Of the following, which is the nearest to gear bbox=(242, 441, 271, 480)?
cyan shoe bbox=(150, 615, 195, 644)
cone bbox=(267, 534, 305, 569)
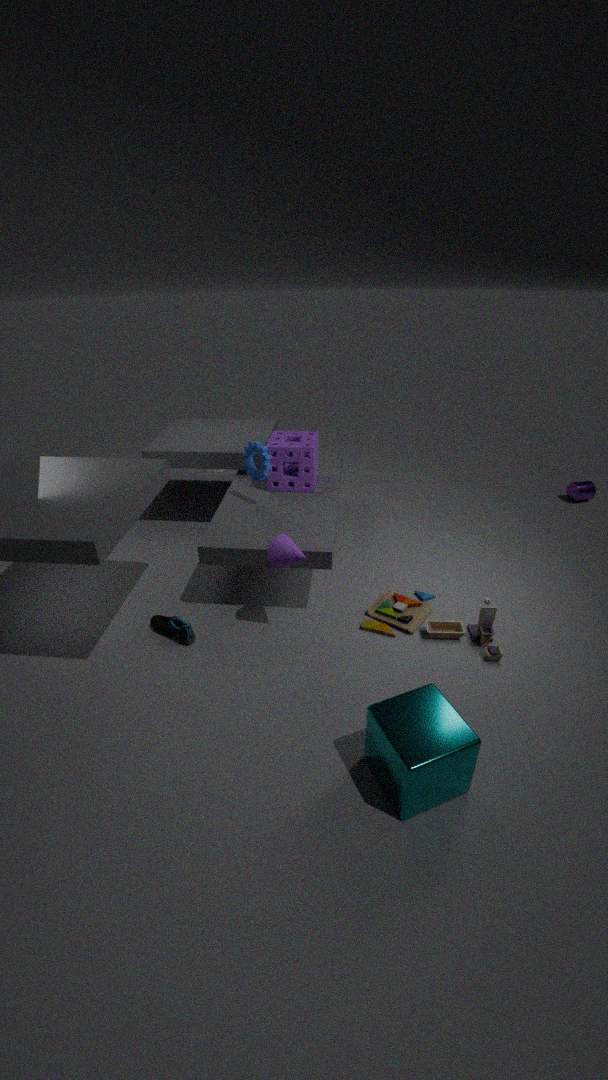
cone bbox=(267, 534, 305, 569)
